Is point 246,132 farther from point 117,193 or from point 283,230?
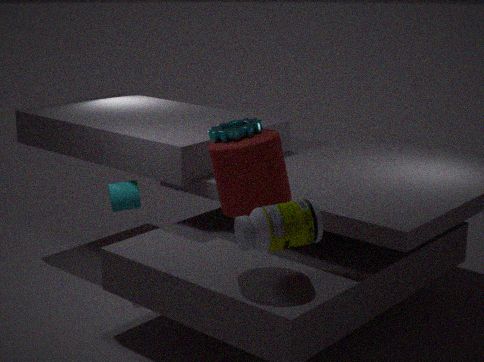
point 117,193
